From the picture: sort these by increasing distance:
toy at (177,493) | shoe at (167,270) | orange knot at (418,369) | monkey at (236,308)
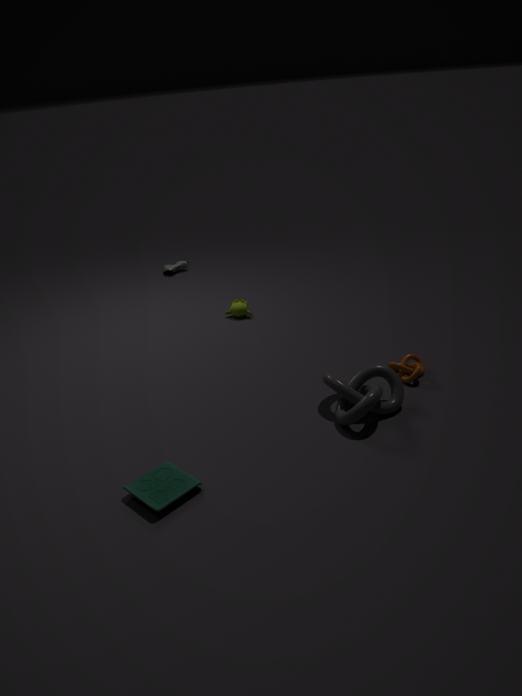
toy at (177,493)
orange knot at (418,369)
monkey at (236,308)
shoe at (167,270)
